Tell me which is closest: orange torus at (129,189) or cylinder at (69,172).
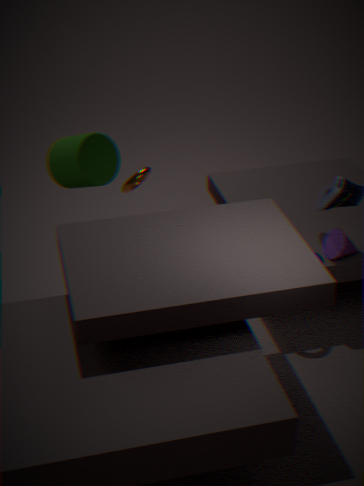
cylinder at (69,172)
